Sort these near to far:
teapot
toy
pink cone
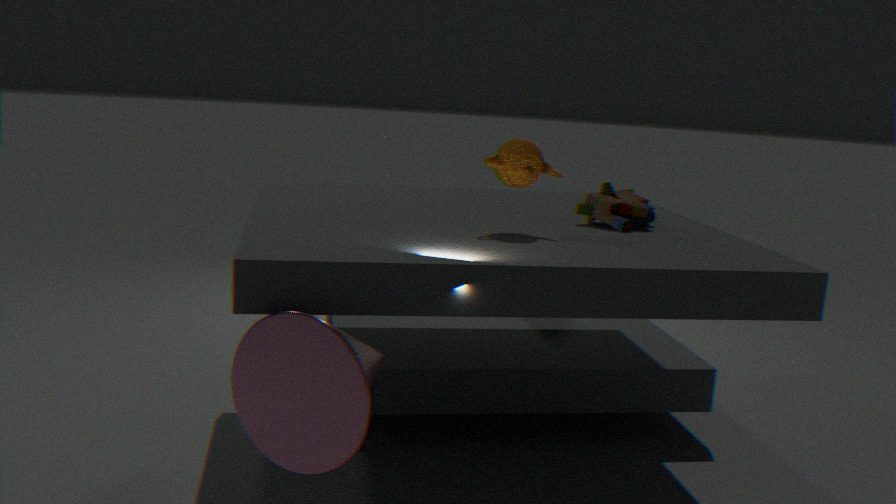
pink cone, teapot, toy
